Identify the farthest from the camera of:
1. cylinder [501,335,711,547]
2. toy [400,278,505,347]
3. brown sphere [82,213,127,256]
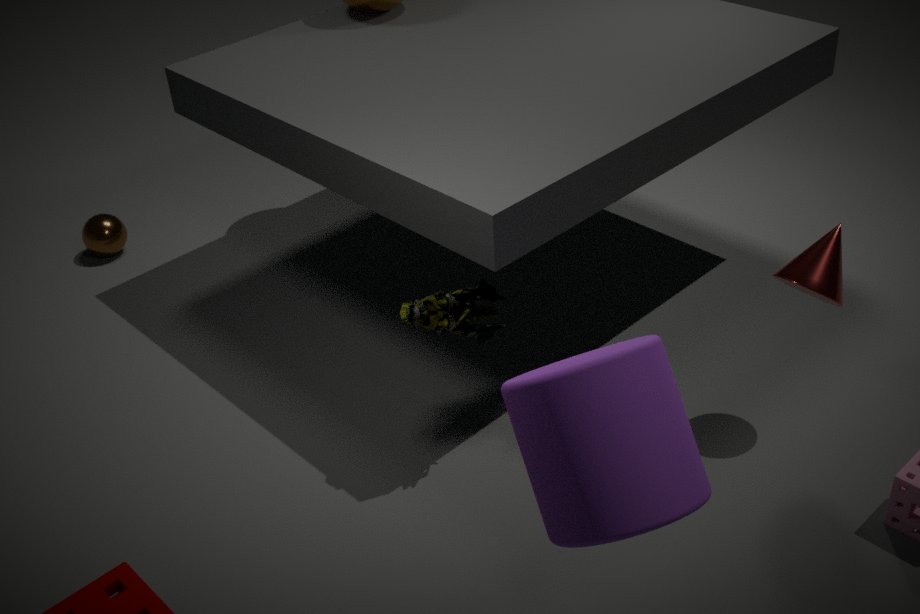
brown sphere [82,213,127,256]
